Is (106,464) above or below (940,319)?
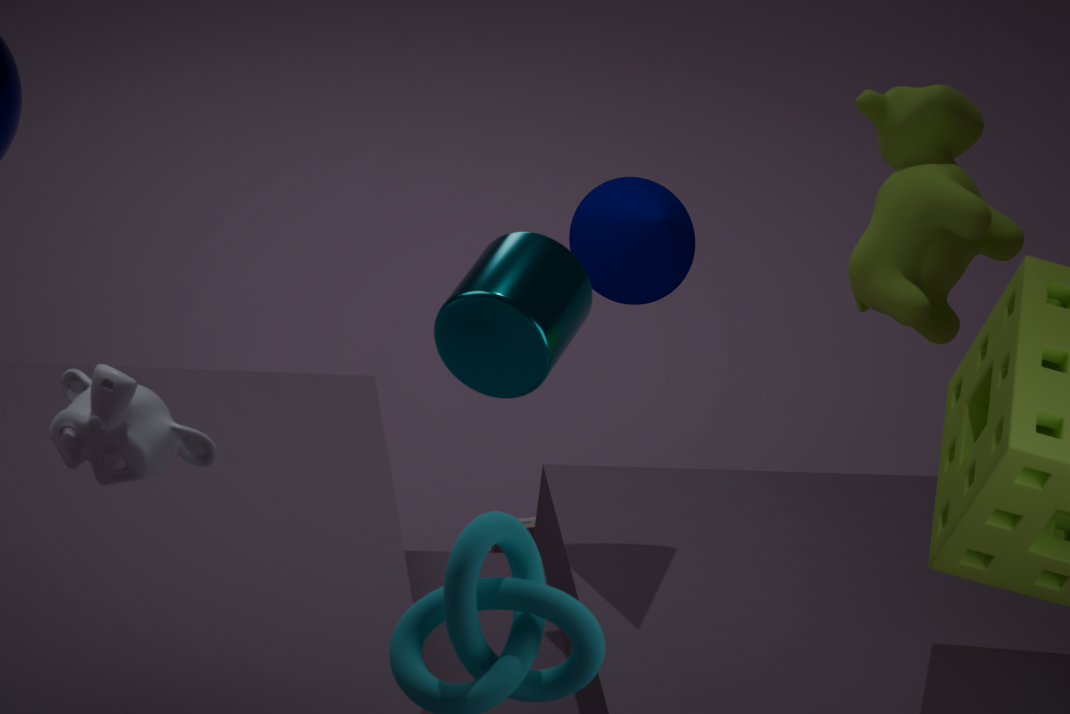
above
